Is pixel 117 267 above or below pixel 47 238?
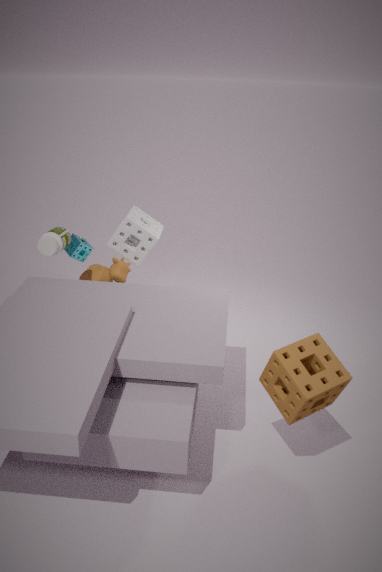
below
